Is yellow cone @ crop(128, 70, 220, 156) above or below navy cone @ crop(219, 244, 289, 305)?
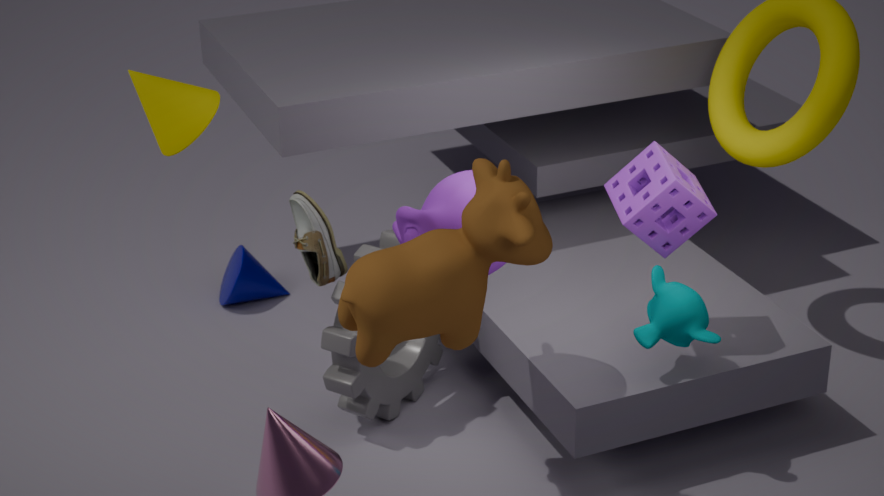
above
